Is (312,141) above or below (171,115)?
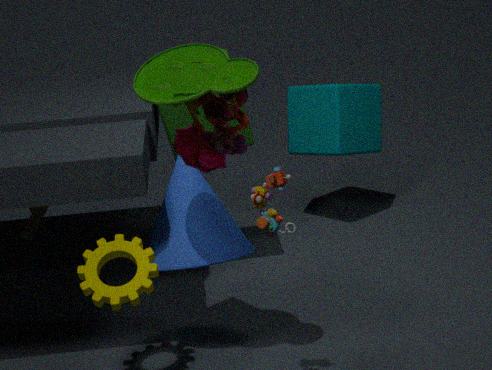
below
